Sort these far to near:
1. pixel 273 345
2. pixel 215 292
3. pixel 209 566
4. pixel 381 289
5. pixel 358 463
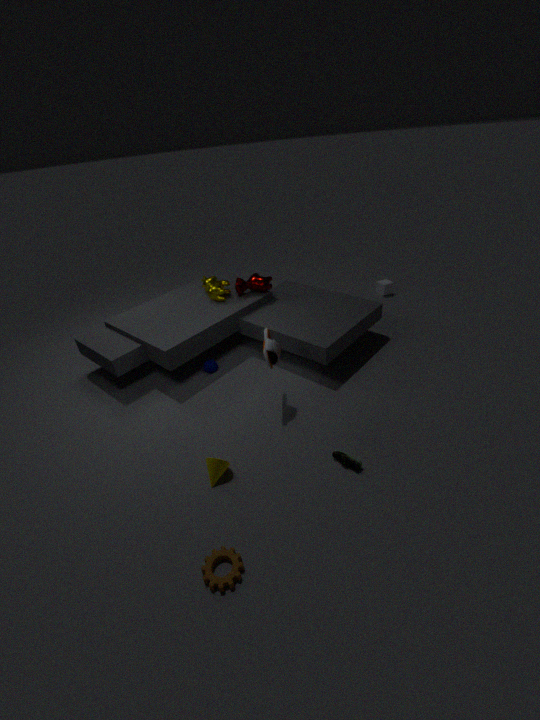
1. pixel 381 289
2. pixel 215 292
3. pixel 273 345
4. pixel 358 463
5. pixel 209 566
